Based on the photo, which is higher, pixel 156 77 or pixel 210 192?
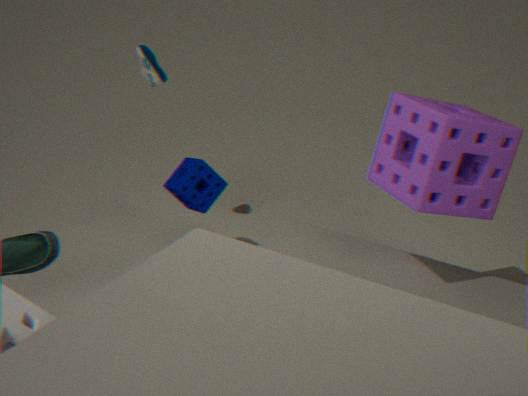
pixel 156 77
